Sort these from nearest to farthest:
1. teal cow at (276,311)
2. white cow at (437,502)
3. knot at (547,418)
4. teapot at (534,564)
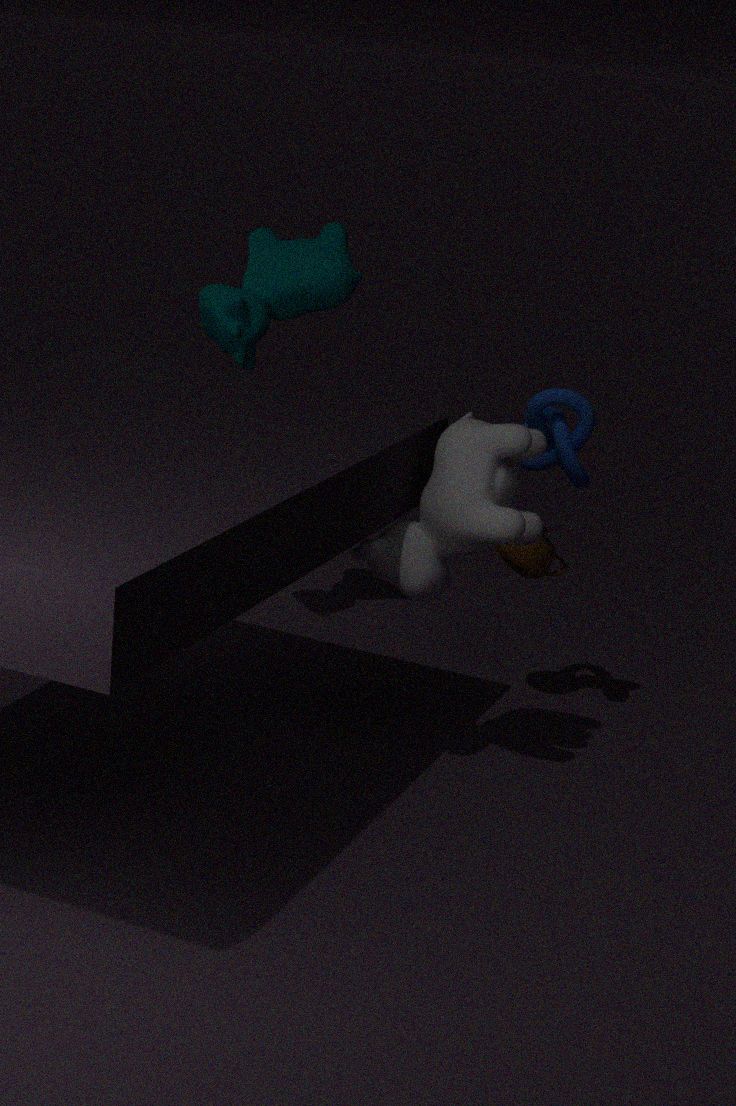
white cow at (437,502) < knot at (547,418) < teapot at (534,564) < teal cow at (276,311)
